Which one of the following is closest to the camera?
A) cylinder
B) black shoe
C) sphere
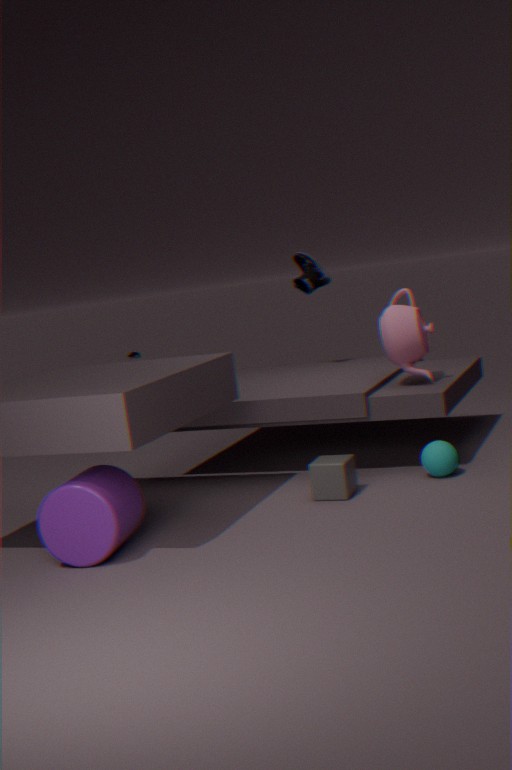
cylinder
